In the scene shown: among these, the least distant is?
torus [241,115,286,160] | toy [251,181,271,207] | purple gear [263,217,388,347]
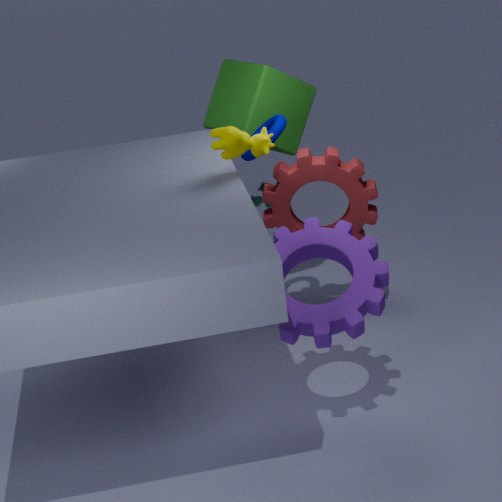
purple gear [263,217,388,347]
